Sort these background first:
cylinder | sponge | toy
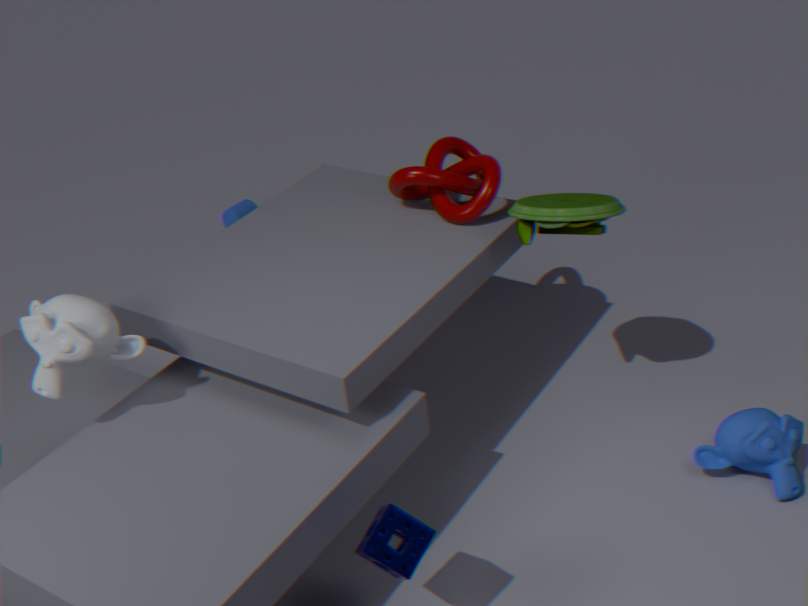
1. cylinder
2. toy
3. sponge
